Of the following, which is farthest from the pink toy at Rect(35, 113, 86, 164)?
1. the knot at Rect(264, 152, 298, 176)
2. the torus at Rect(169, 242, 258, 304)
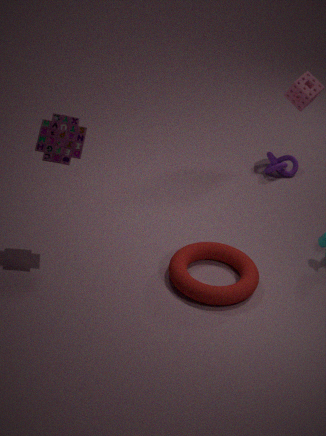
the knot at Rect(264, 152, 298, 176)
